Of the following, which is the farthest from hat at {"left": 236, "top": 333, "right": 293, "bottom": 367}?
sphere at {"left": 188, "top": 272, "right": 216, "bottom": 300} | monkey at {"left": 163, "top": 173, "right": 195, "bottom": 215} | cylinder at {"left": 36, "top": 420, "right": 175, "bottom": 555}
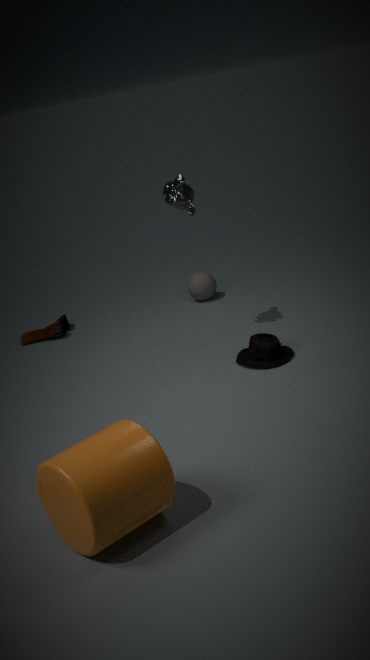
cylinder at {"left": 36, "top": 420, "right": 175, "bottom": 555}
